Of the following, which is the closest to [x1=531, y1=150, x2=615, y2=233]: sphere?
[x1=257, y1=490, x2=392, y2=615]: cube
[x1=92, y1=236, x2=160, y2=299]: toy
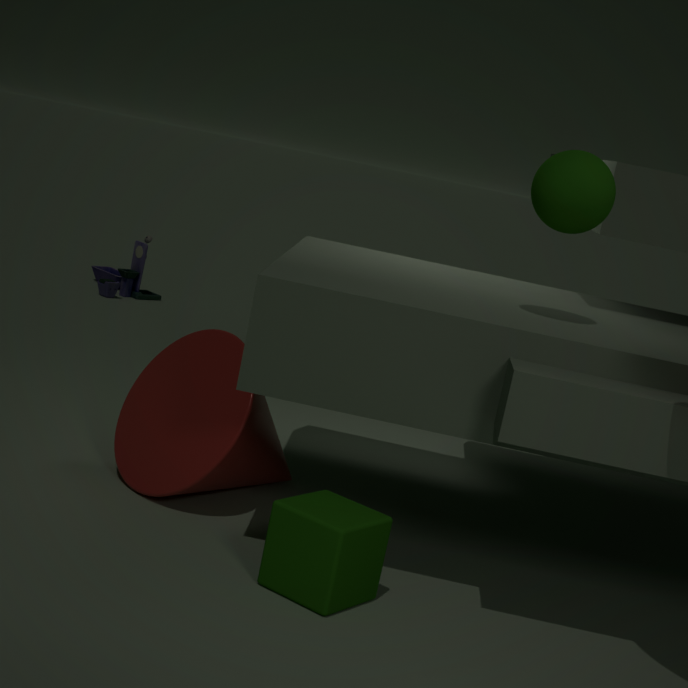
[x1=257, y1=490, x2=392, y2=615]: cube
